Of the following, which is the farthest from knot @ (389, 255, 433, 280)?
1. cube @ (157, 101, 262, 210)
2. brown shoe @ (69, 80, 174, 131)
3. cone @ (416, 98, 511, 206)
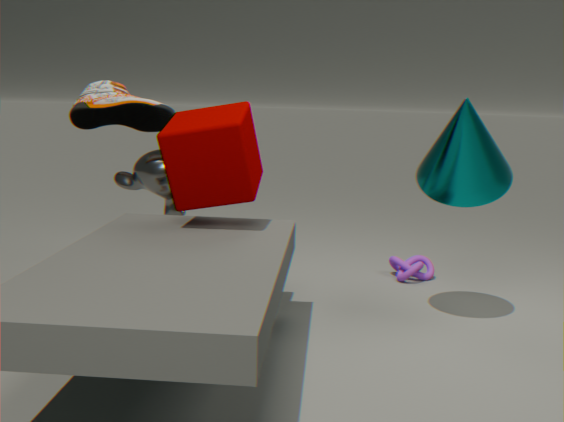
brown shoe @ (69, 80, 174, 131)
